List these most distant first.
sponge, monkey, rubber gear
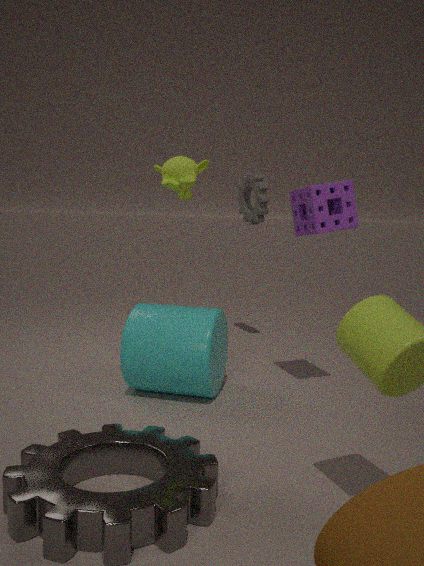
rubber gear
monkey
sponge
